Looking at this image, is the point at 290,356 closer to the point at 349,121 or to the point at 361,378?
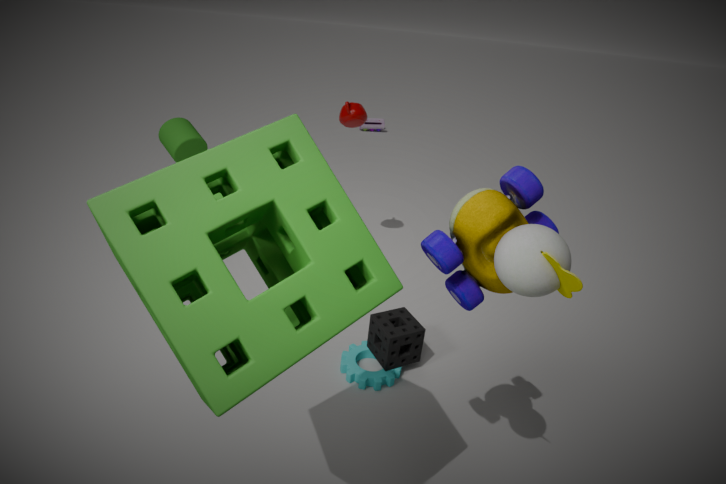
the point at 361,378
